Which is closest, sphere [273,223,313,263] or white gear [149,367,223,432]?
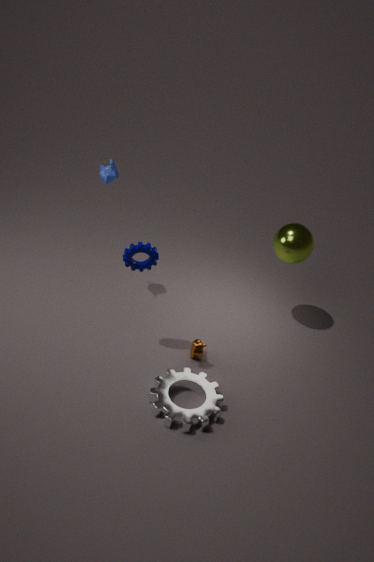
white gear [149,367,223,432]
